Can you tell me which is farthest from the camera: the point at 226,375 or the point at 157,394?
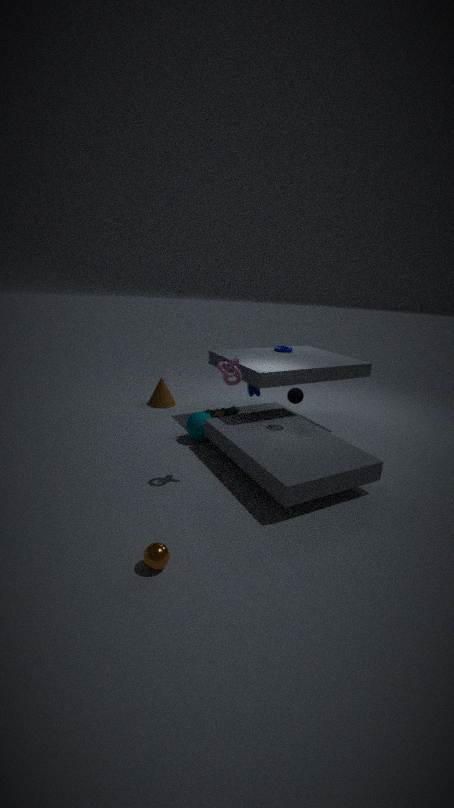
the point at 157,394
